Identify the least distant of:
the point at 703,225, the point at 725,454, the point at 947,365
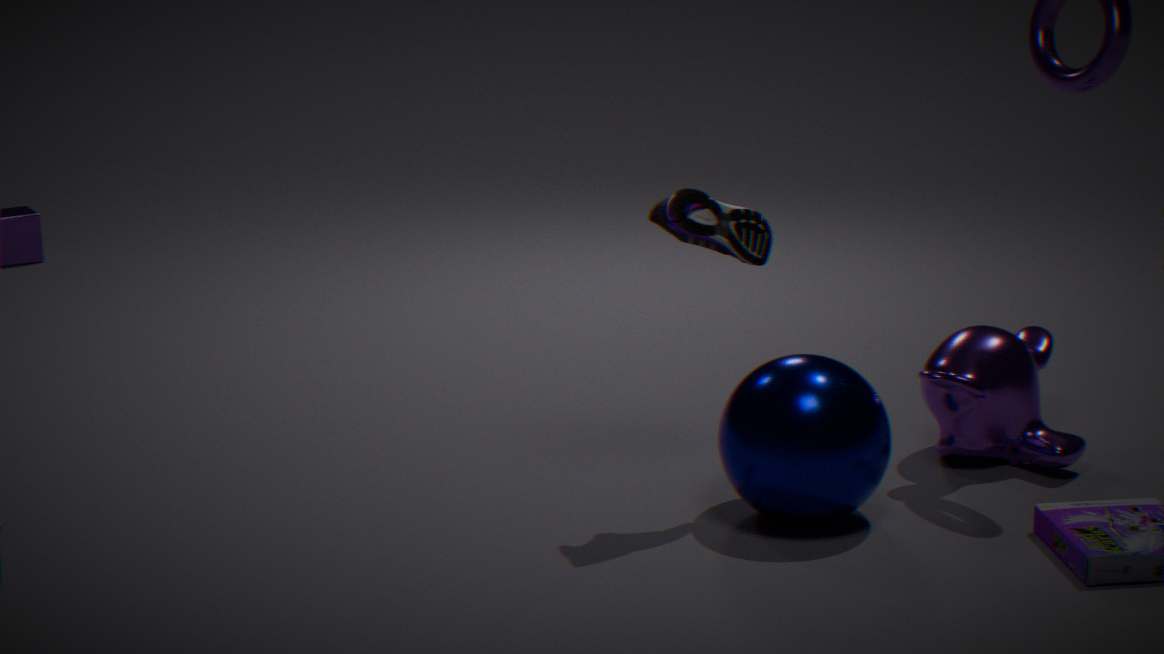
the point at 703,225
